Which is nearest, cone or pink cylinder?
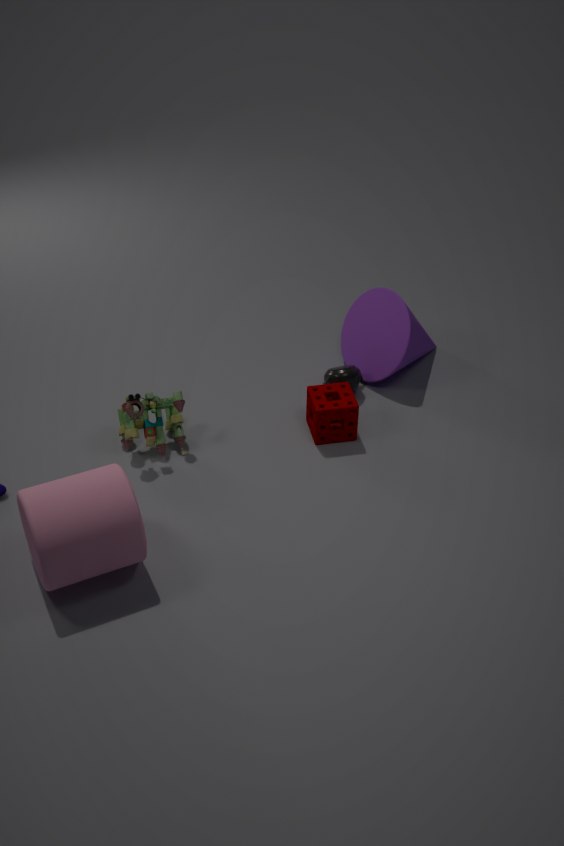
pink cylinder
